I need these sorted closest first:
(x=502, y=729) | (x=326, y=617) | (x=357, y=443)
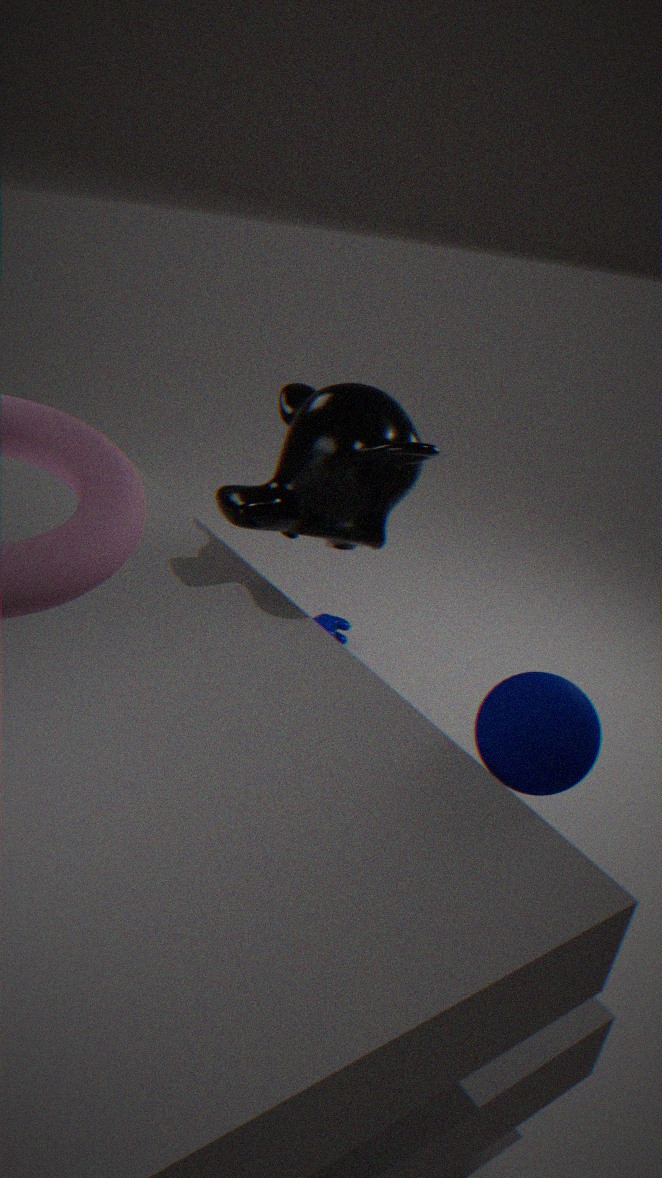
(x=502, y=729)
(x=357, y=443)
(x=326, y=617)
